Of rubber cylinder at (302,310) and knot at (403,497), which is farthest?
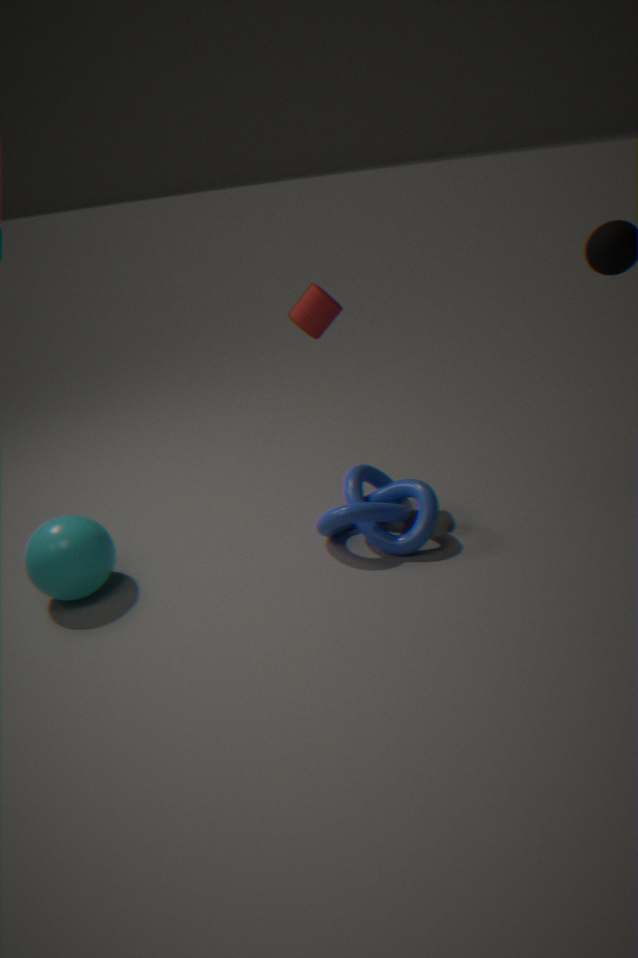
rubber cylinder at (302,310)
